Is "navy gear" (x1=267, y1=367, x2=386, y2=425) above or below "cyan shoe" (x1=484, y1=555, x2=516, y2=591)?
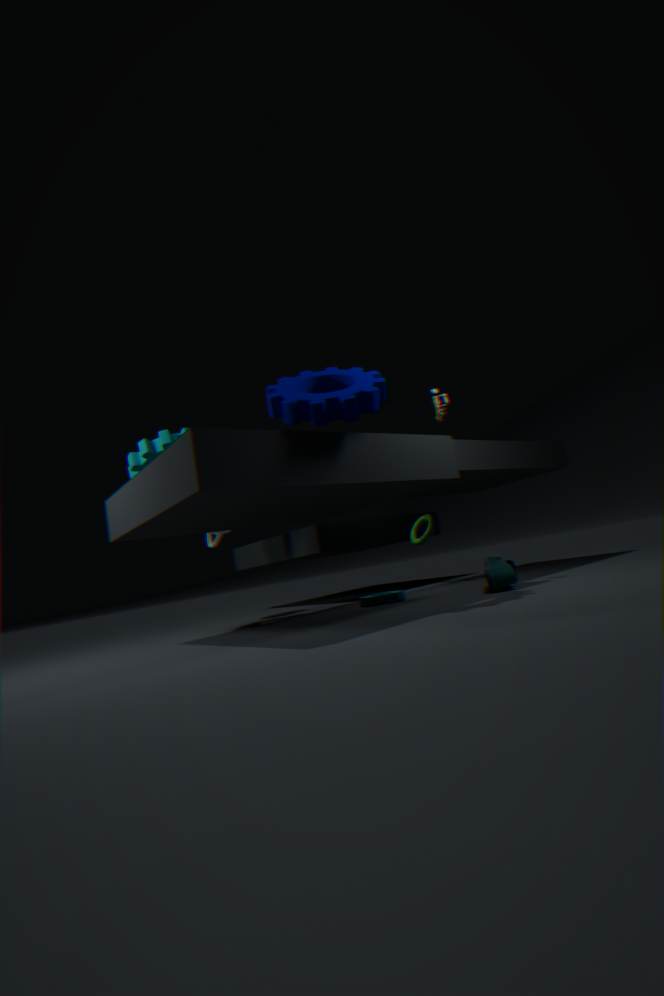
above
